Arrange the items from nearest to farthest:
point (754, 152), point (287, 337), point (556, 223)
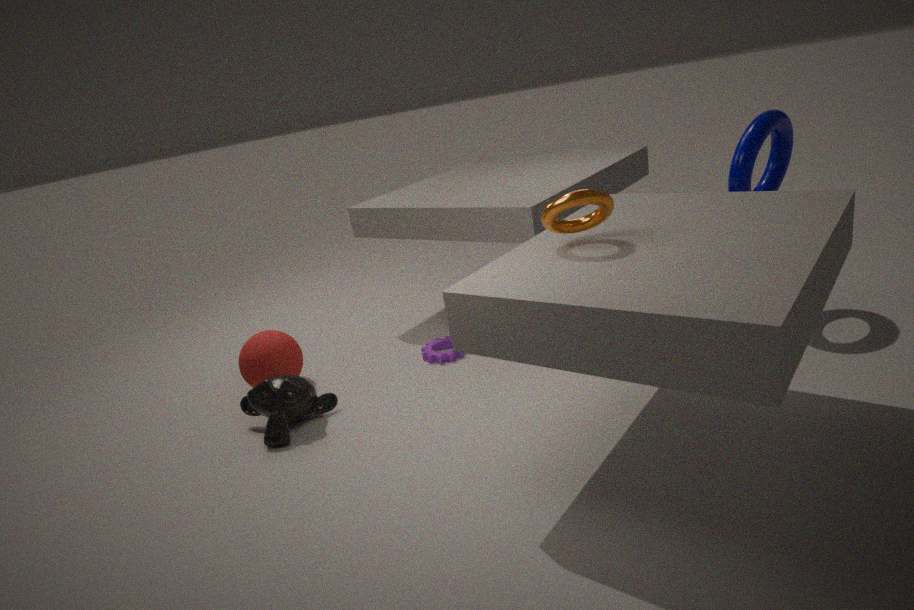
point (556, 223)
point (754, 152)
point (287, 337)
